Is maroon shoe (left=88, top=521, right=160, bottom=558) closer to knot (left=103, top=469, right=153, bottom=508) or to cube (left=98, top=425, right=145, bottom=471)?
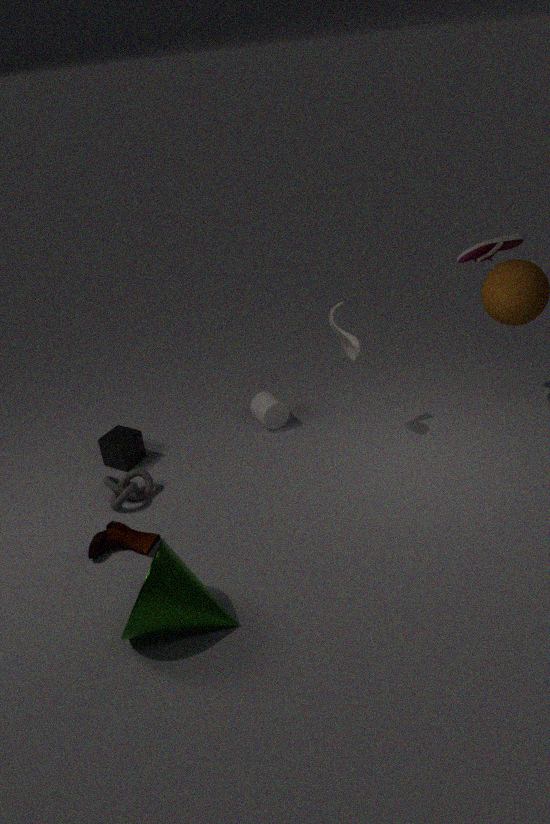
knot (left=103, top=469, right=153, bottom=508)
